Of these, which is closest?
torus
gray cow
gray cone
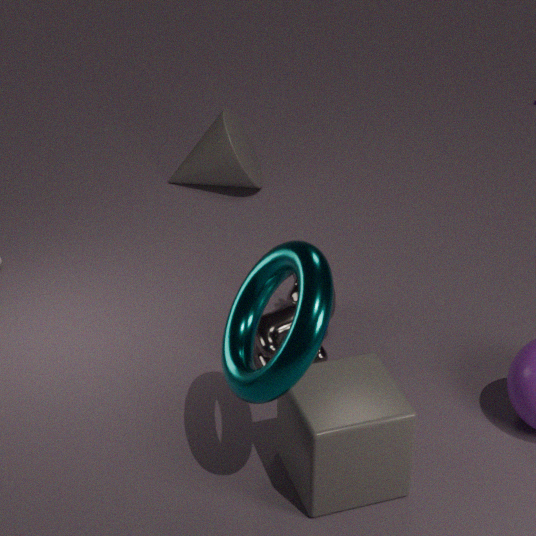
torus
